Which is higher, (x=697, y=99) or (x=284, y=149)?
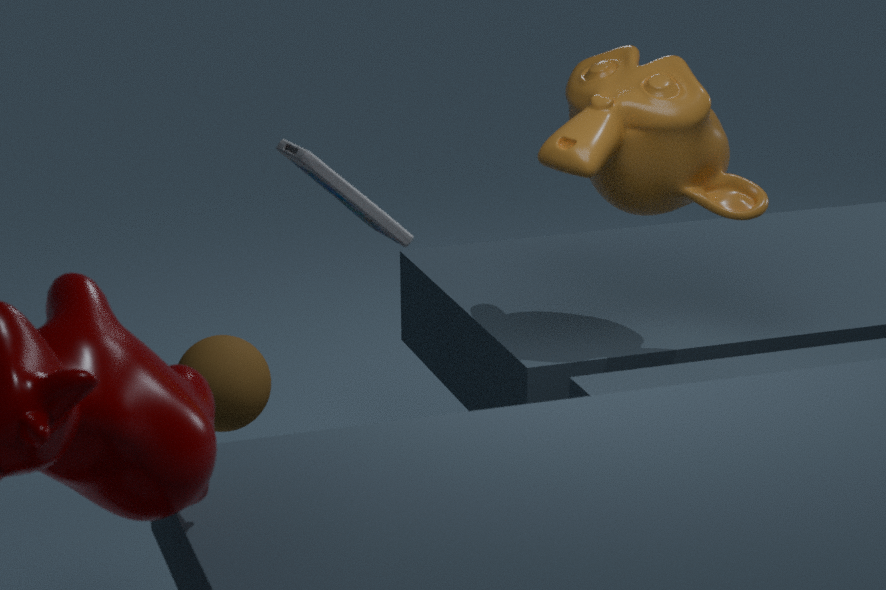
(x=284, y=149)
